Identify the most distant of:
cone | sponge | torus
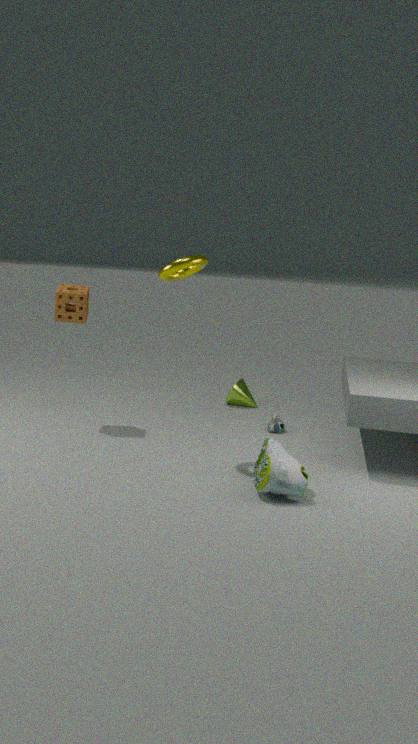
cone
